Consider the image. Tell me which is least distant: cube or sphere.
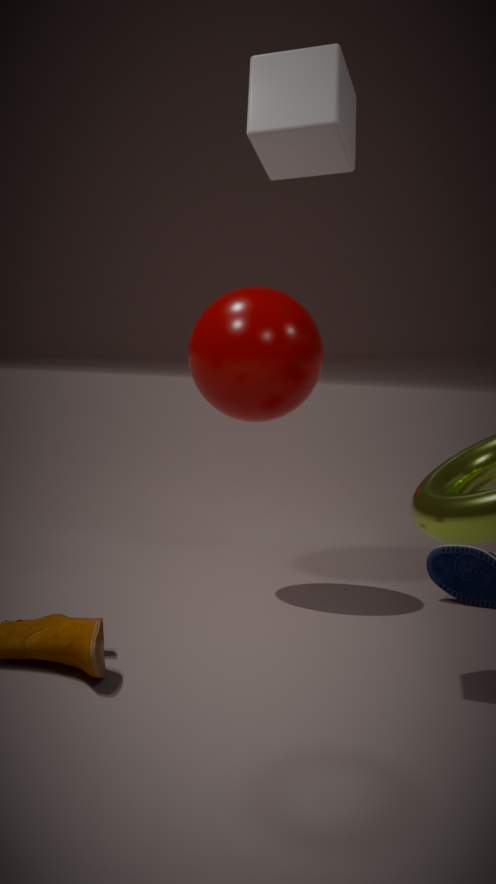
cube
